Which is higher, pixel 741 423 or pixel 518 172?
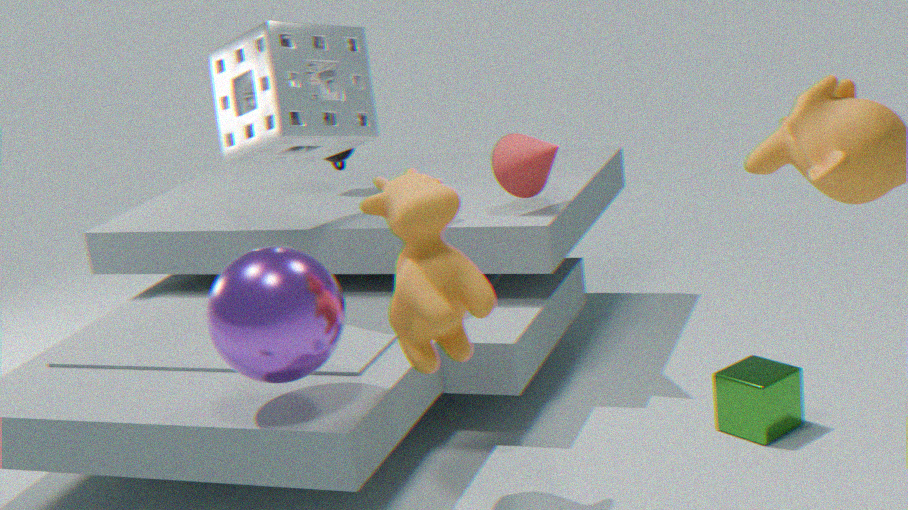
pixel 518 172
